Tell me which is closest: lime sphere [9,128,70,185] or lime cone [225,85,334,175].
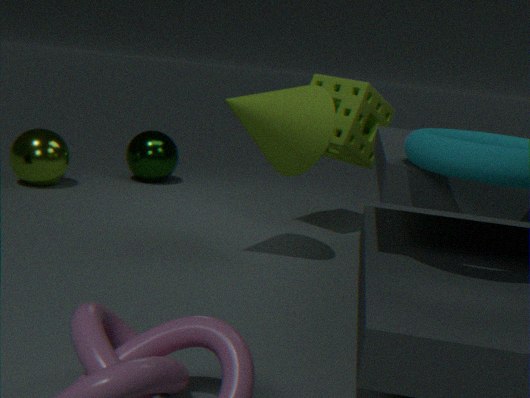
lime cone [225,85,334,175]
